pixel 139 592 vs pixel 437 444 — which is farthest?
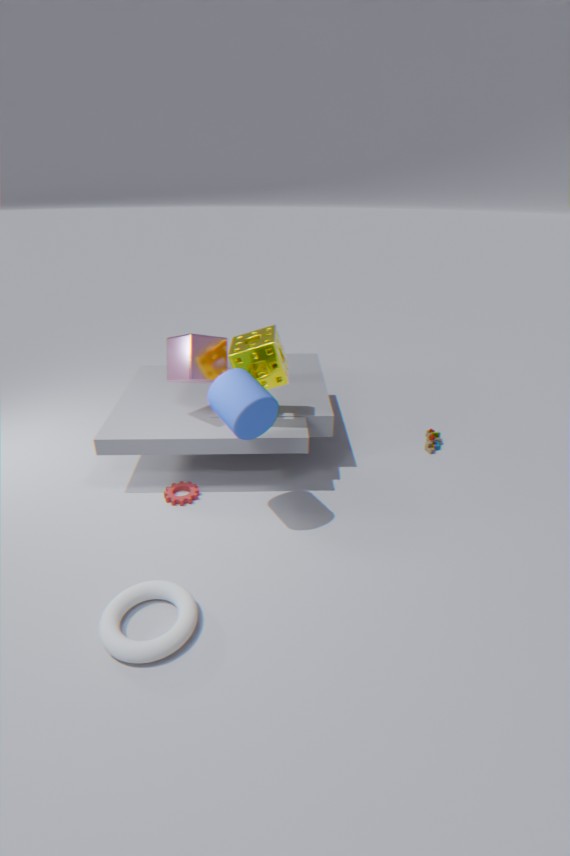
pixel 437 444
